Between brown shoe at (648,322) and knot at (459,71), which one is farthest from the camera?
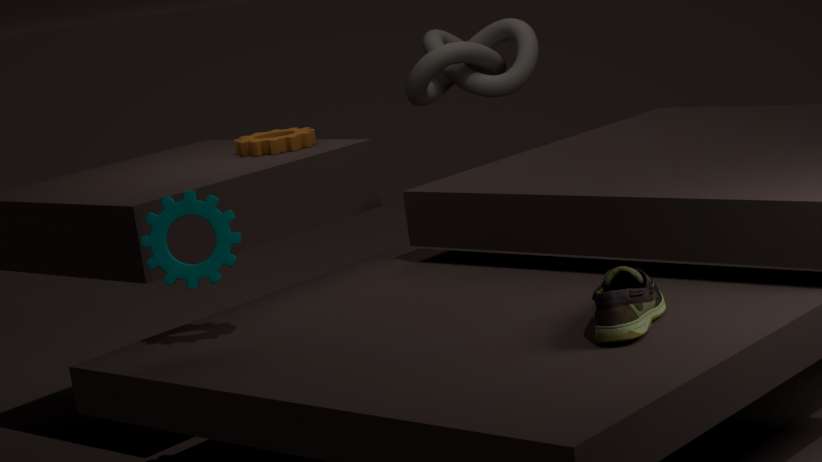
knot at (459,71)
